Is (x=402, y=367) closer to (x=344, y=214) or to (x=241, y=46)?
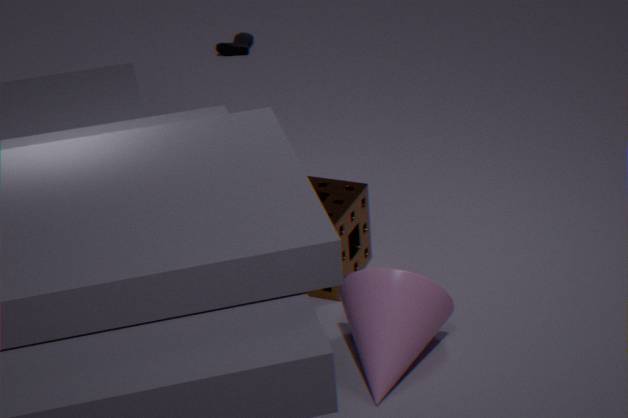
(x=344, y=214)
